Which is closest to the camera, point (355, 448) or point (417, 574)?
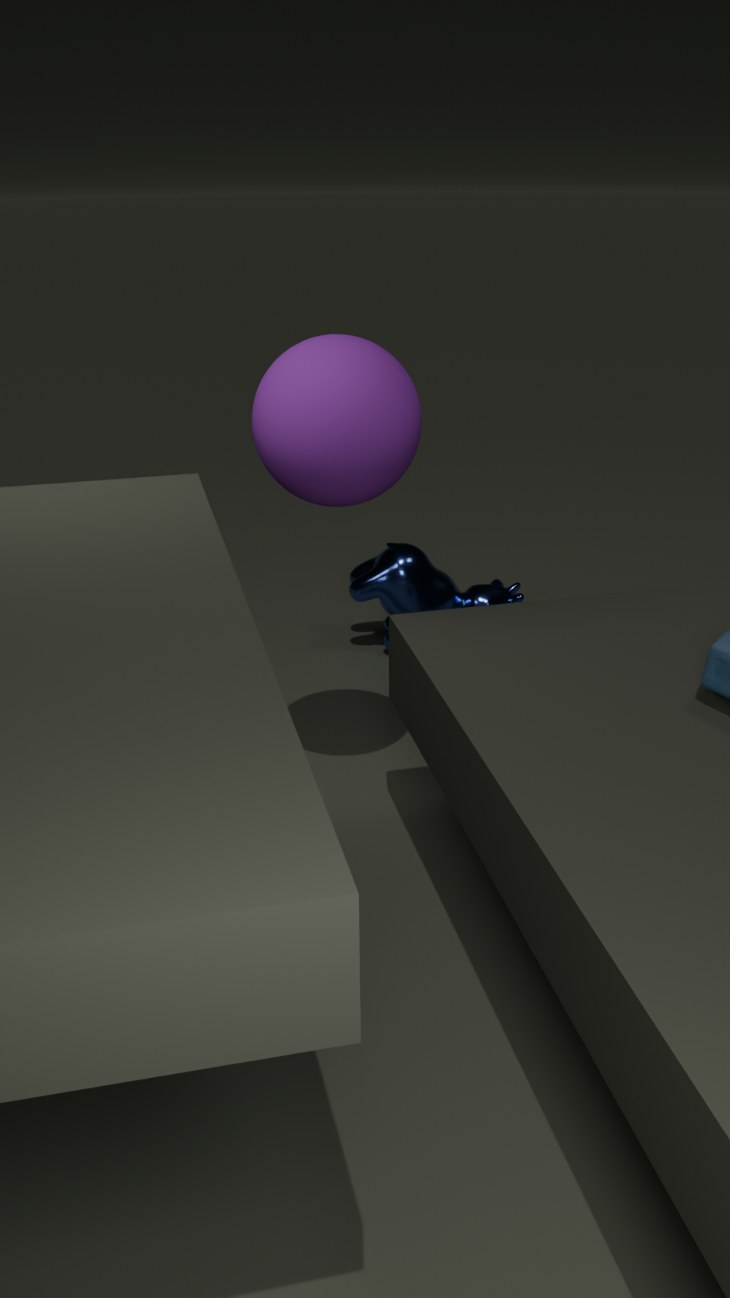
point (355, 448)
